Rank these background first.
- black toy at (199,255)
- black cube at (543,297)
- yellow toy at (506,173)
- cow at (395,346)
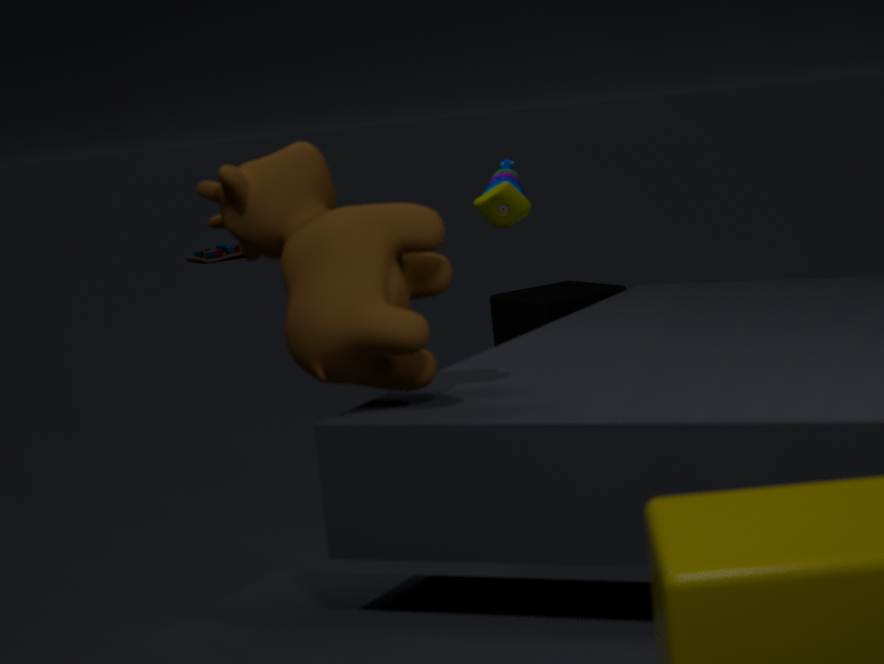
1. black toy at (199,255)
2. black cube at (543,297)
3. yellow toy at (506,173)
4. cow at (395,346)
